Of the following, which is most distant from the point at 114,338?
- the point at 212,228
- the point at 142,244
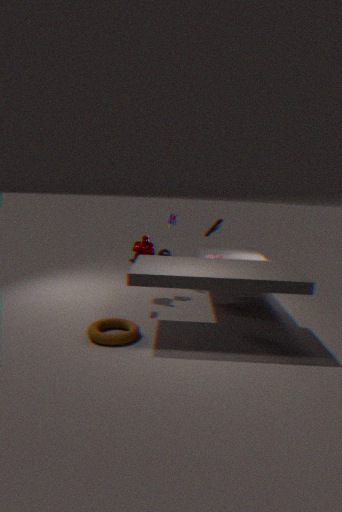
the point at 212,228
